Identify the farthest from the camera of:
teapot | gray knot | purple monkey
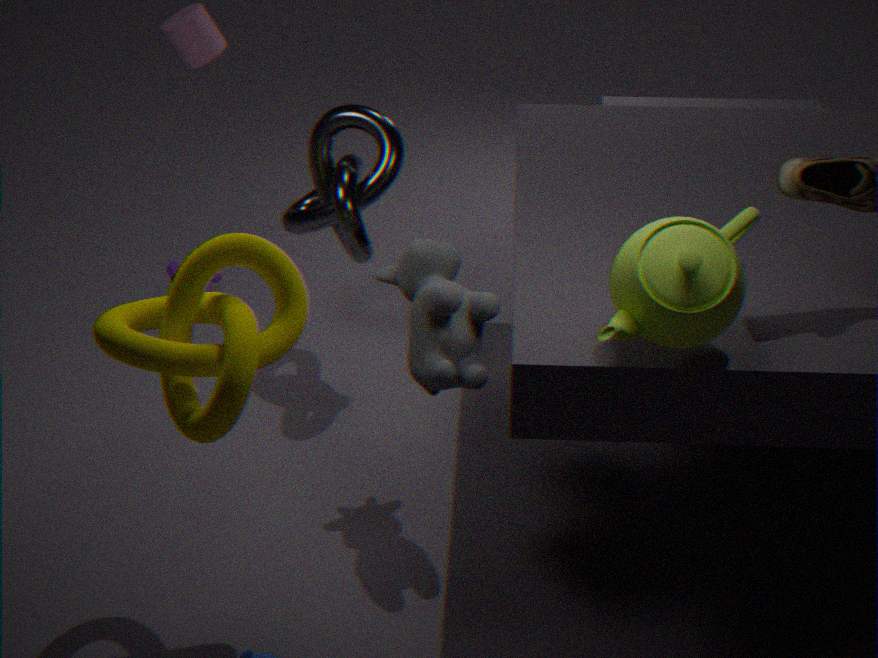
purple monkey
